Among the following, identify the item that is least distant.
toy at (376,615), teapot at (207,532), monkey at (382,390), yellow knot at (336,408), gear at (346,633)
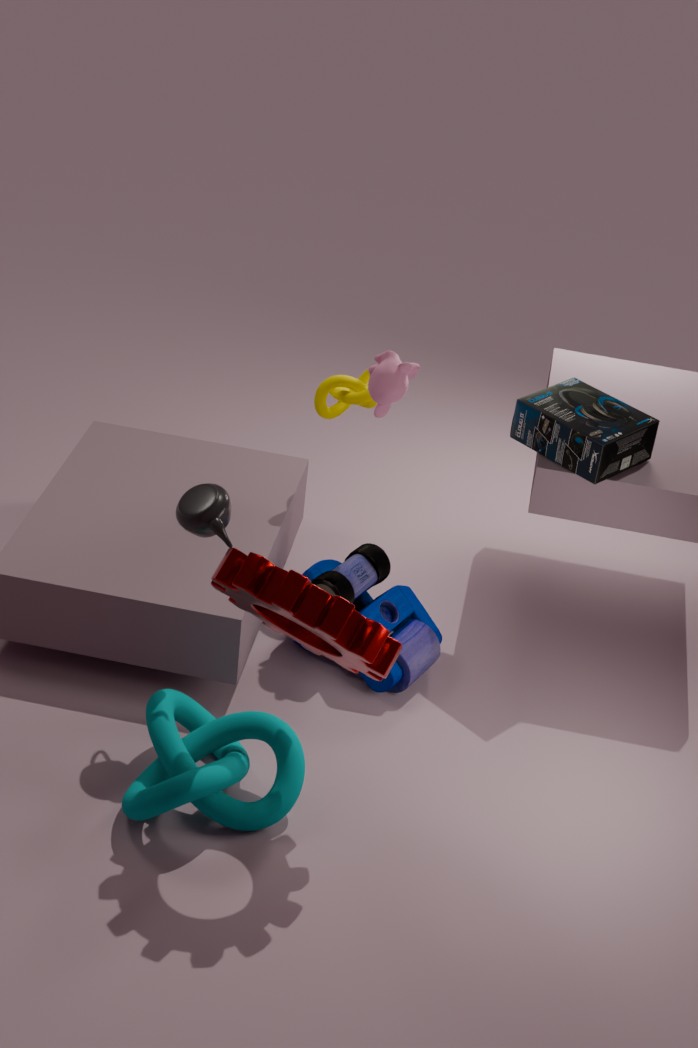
gear at (346,633)
